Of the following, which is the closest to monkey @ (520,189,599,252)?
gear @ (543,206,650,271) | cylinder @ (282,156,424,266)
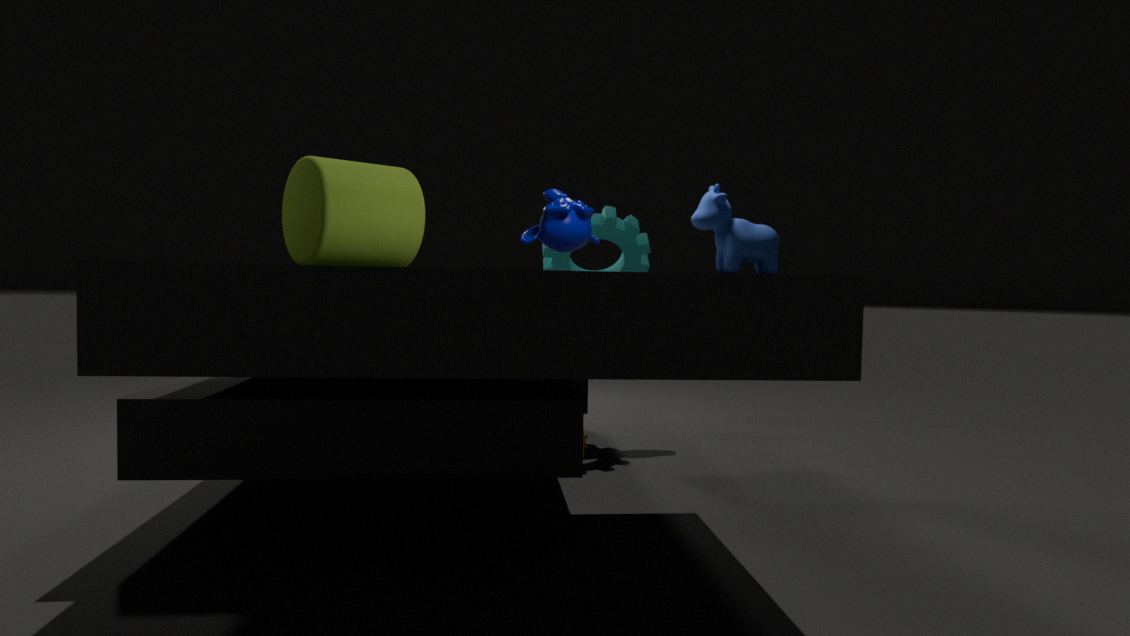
cylinder @ (282,156,424,266)
